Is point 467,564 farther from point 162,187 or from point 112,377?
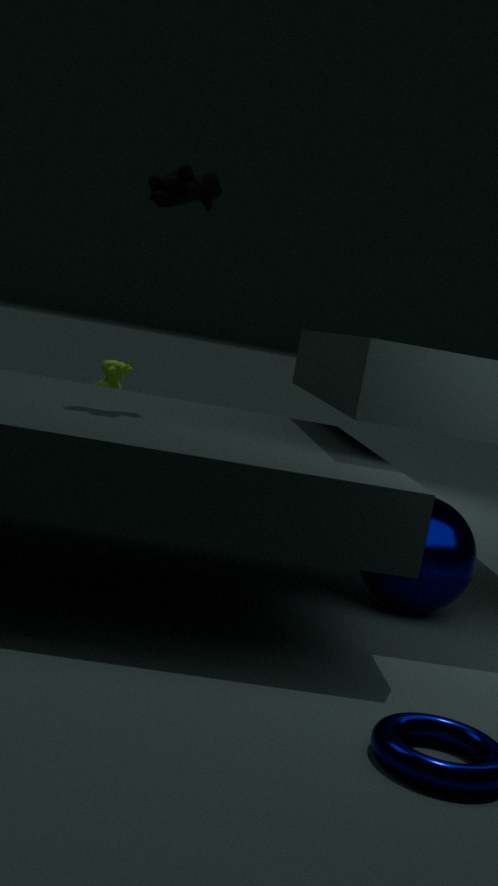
point 112,377
